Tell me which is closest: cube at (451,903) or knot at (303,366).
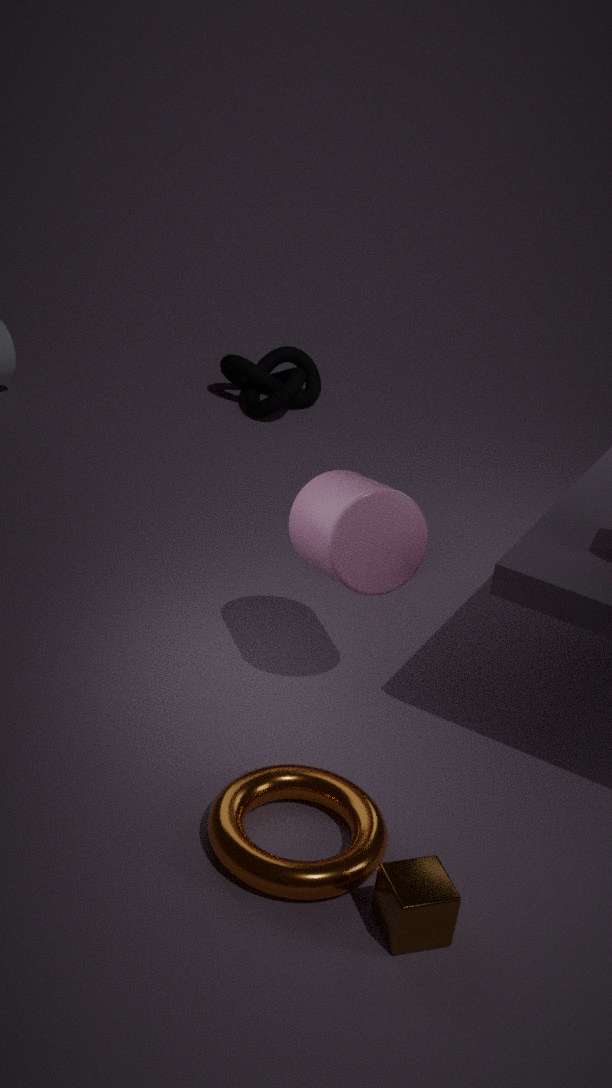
cube at (451,903)
